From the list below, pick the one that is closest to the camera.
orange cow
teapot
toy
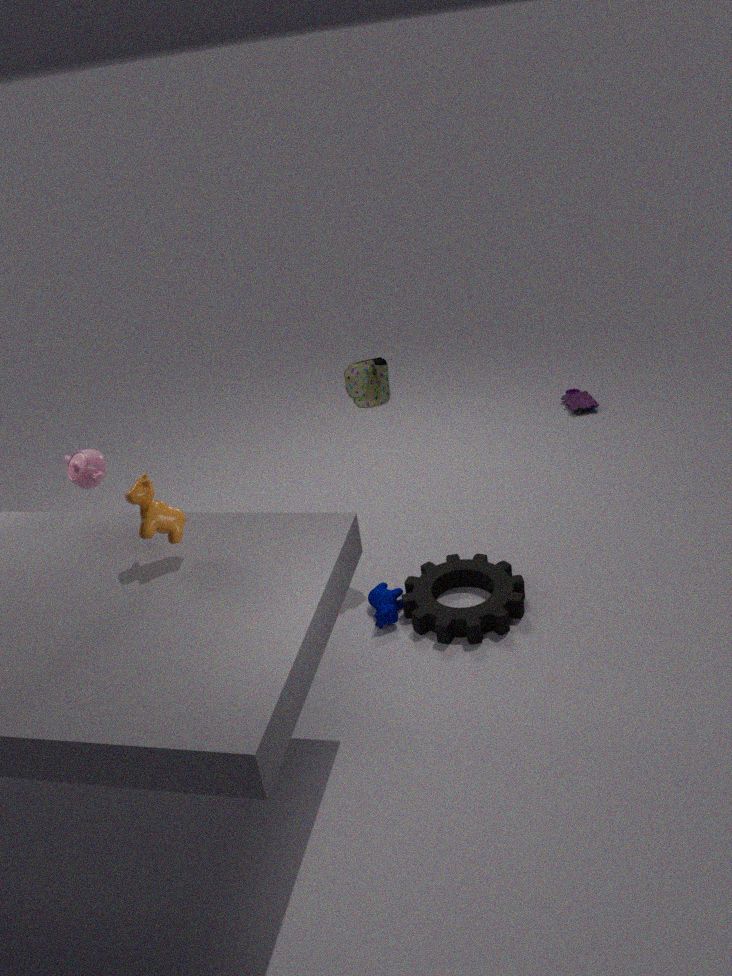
orange cow
